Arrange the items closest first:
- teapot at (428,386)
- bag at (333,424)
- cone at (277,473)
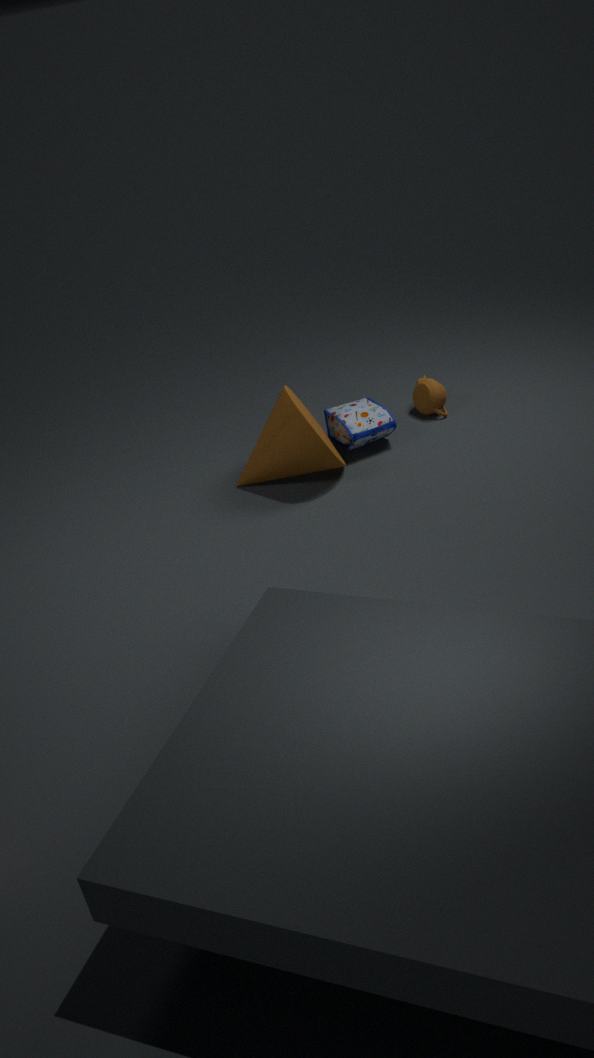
cone at (277,473) → bag at (333,424) → teapot at (428,386)
